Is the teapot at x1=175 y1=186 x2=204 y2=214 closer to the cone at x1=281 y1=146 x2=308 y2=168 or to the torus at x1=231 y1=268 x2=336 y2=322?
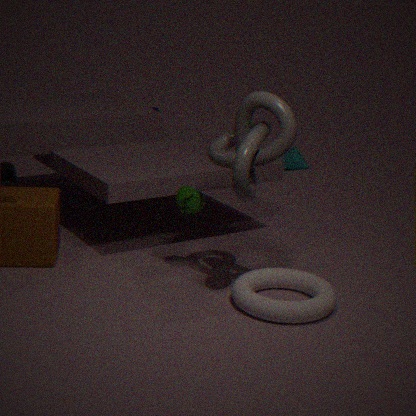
the torus at x1=231 y1=268 x2=336 y2=322
